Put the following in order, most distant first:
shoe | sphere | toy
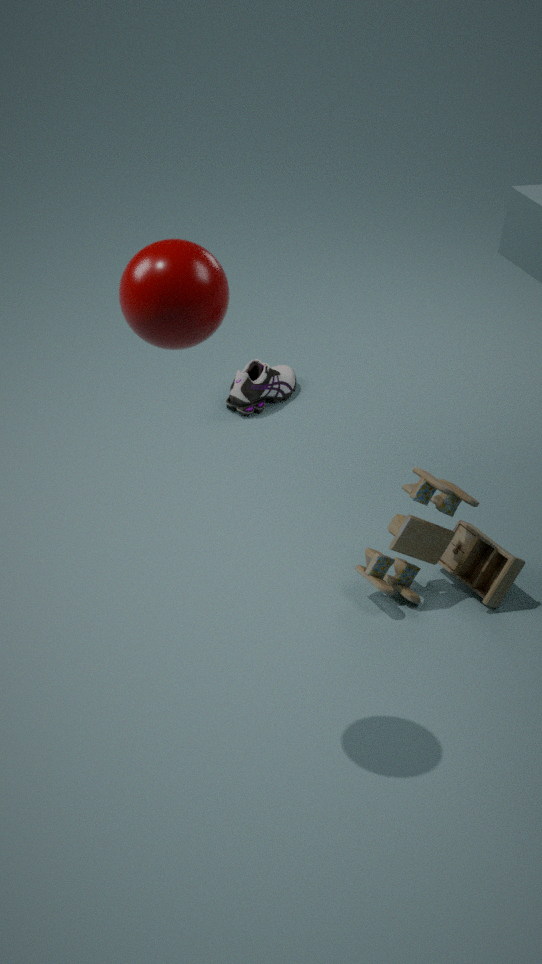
shoe → toy → sphere
